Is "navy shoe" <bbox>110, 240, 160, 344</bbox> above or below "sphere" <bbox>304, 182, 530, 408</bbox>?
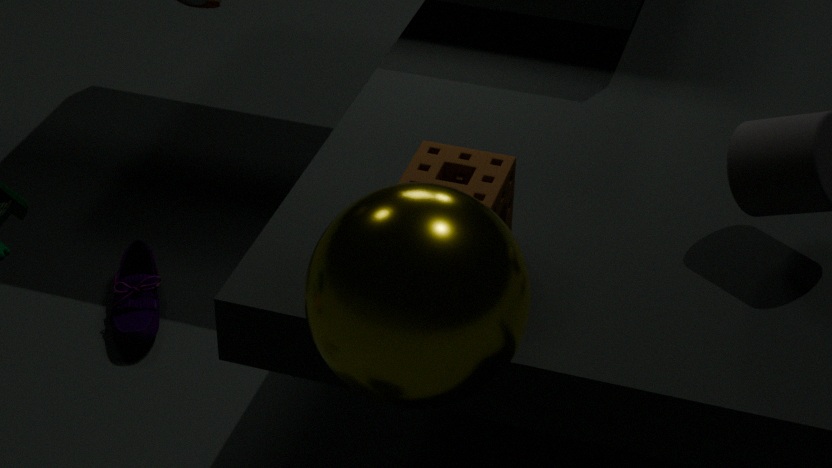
below
